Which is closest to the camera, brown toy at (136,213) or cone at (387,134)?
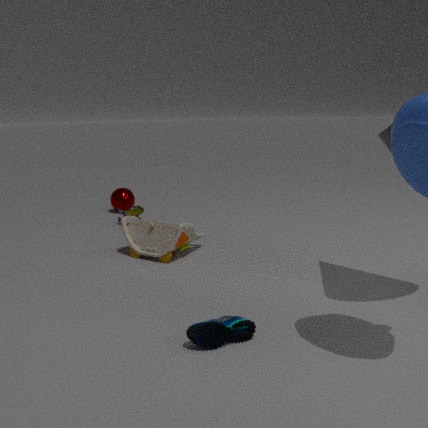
cone at (387,134)
